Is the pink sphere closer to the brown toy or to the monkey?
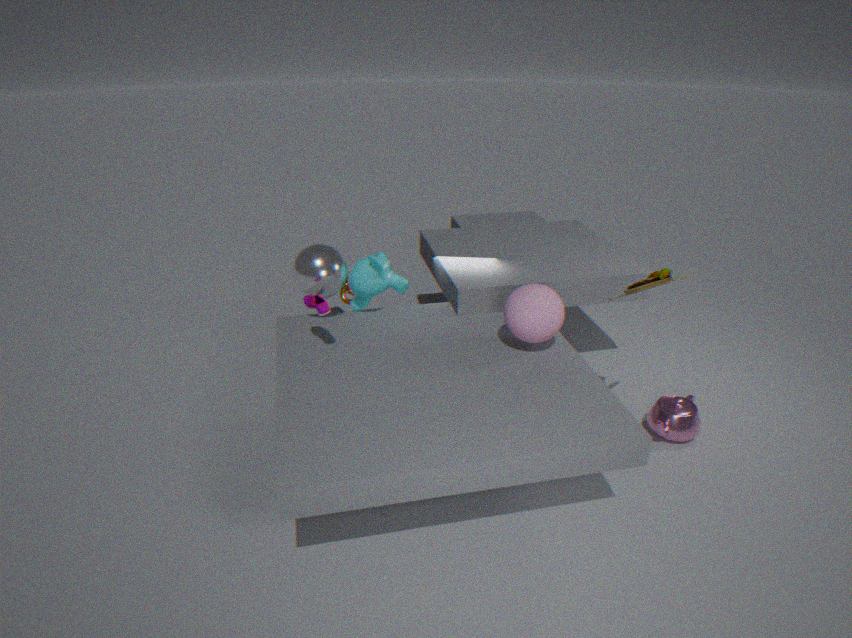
the brown toy
